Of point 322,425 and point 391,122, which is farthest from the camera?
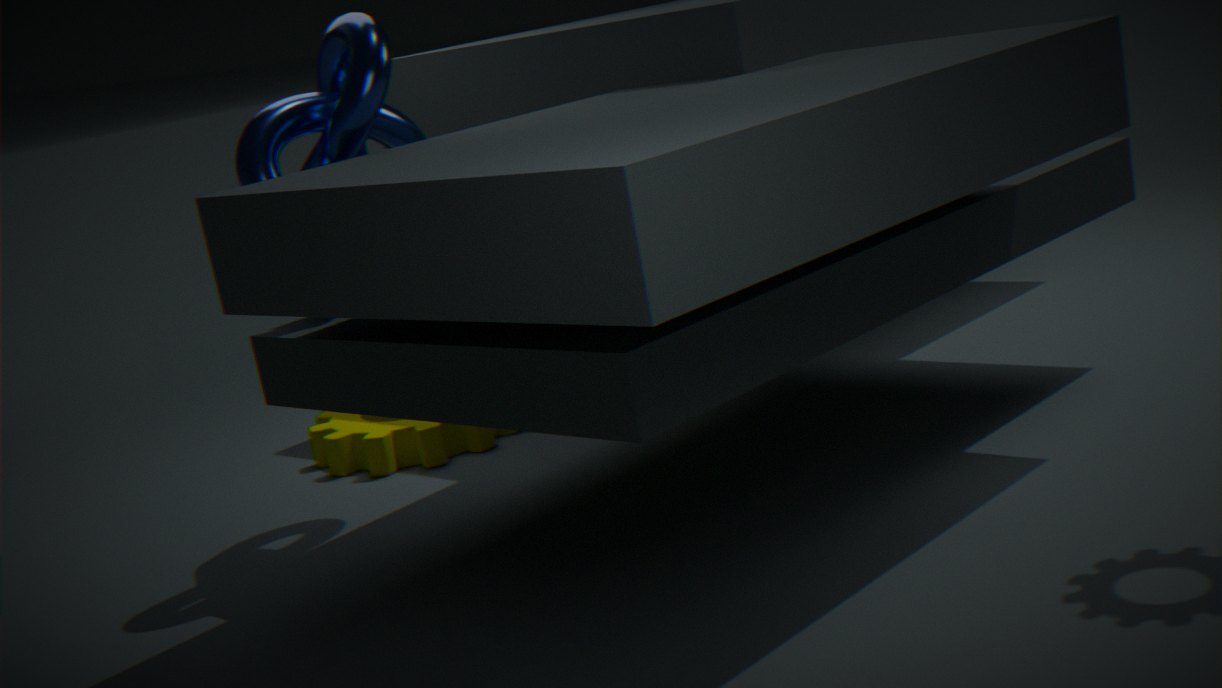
point 322,425
